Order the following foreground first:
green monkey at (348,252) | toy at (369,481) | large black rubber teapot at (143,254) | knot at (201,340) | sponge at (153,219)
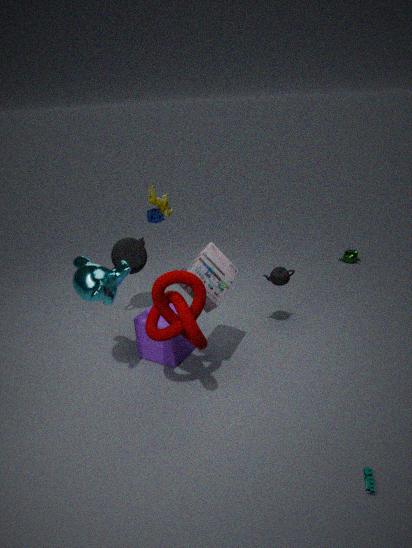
toy at (369,481), knot at (201,340), large black rubber teapot at (143,254), green monkey at (348,252), sponge at (153,219)
